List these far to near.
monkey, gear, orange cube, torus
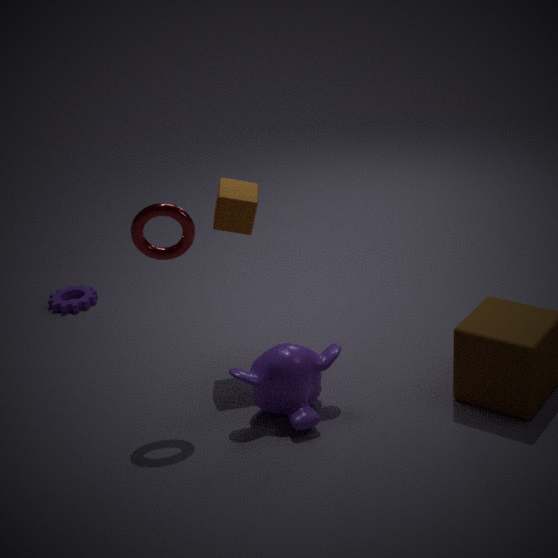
gear, orange cube, monkey, torus
